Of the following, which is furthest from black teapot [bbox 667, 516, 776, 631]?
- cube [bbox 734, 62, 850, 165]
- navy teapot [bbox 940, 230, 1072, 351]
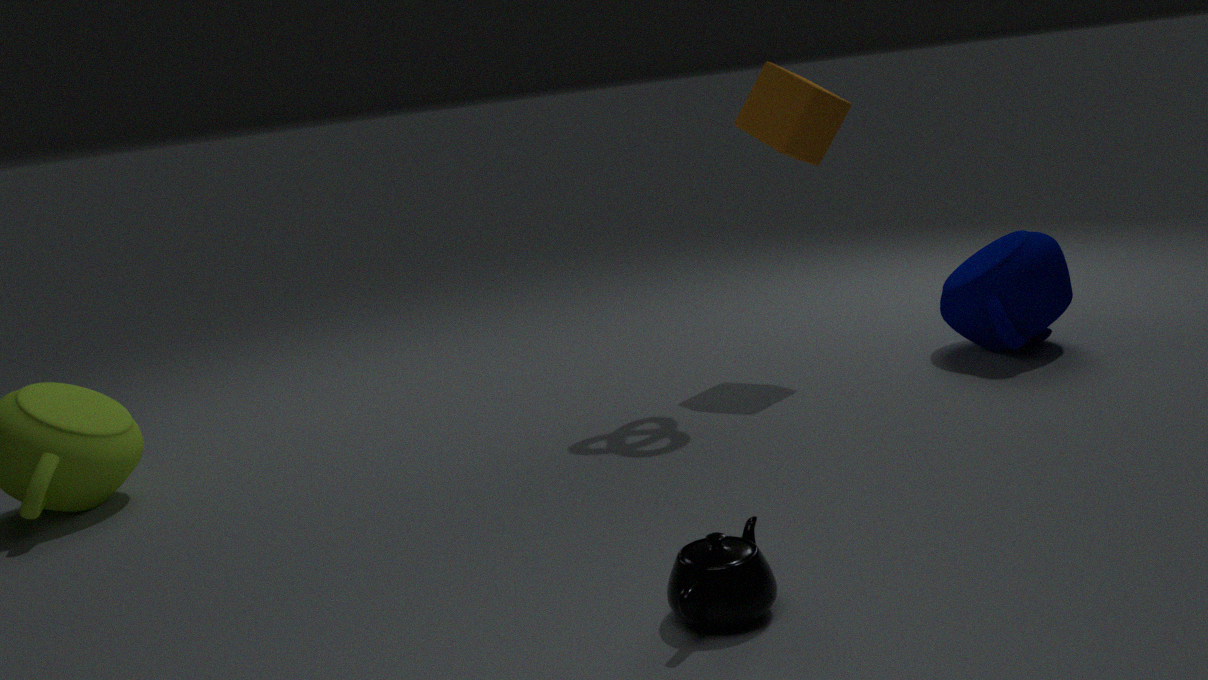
cube [bbox 734, 62, 850, 165]
